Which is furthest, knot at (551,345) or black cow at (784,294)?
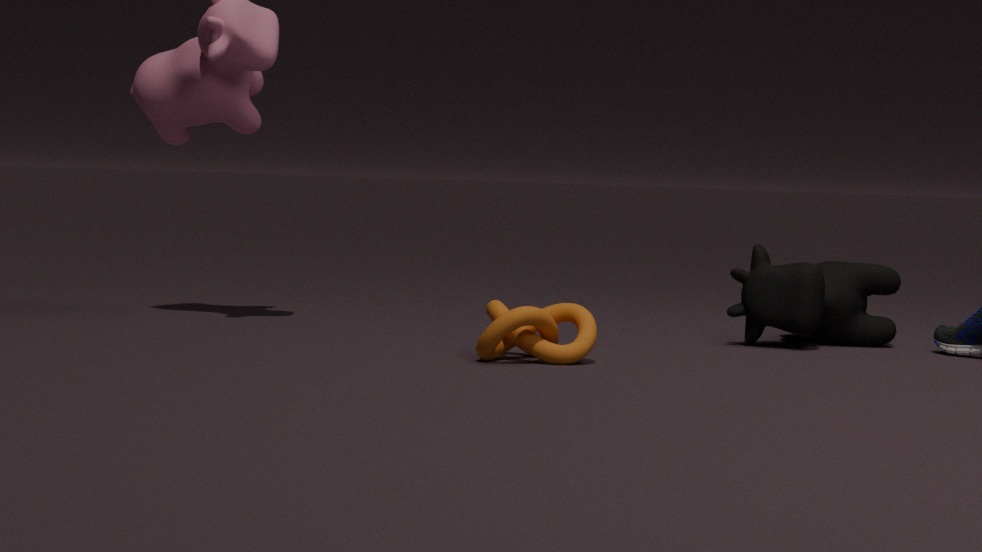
black cow at (784,294)
